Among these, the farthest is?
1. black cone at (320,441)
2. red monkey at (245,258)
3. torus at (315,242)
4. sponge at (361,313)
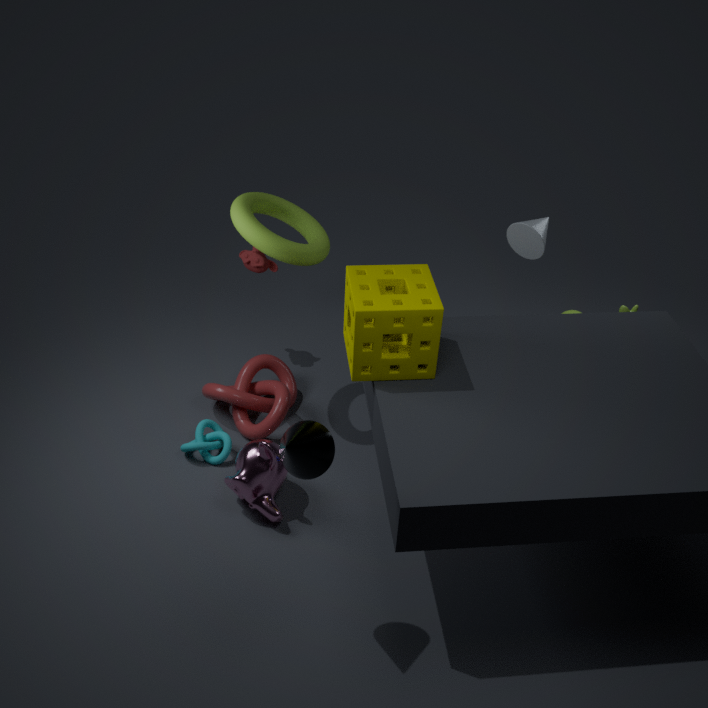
red monkey at (245,258)
